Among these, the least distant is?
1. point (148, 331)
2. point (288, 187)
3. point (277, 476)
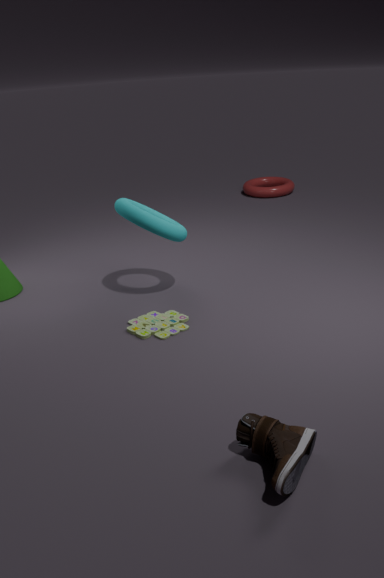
point (277, 476)
